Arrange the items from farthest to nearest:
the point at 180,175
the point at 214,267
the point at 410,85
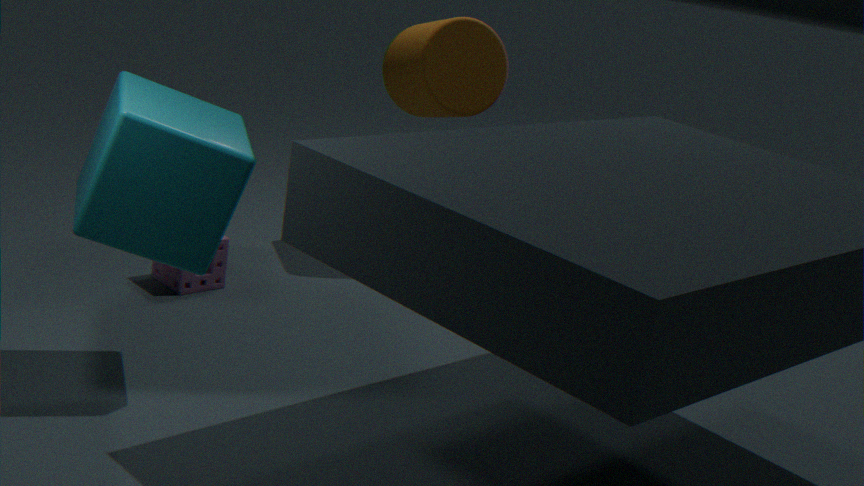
the point at 410,85
the point at 214,267
the point at 180,175
